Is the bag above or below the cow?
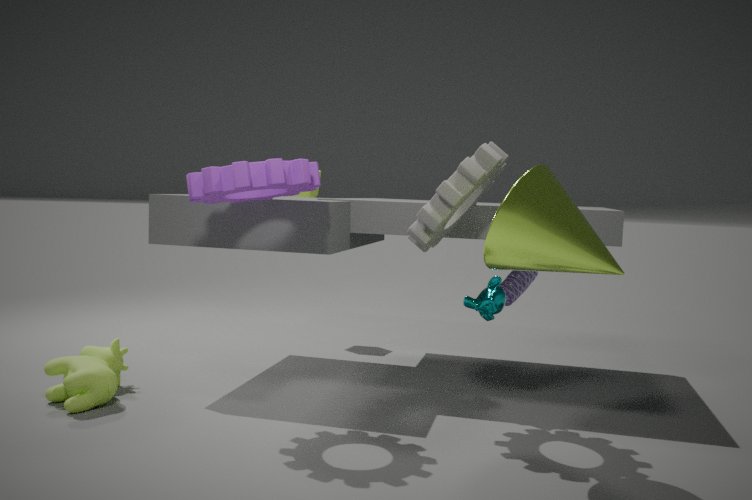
above
